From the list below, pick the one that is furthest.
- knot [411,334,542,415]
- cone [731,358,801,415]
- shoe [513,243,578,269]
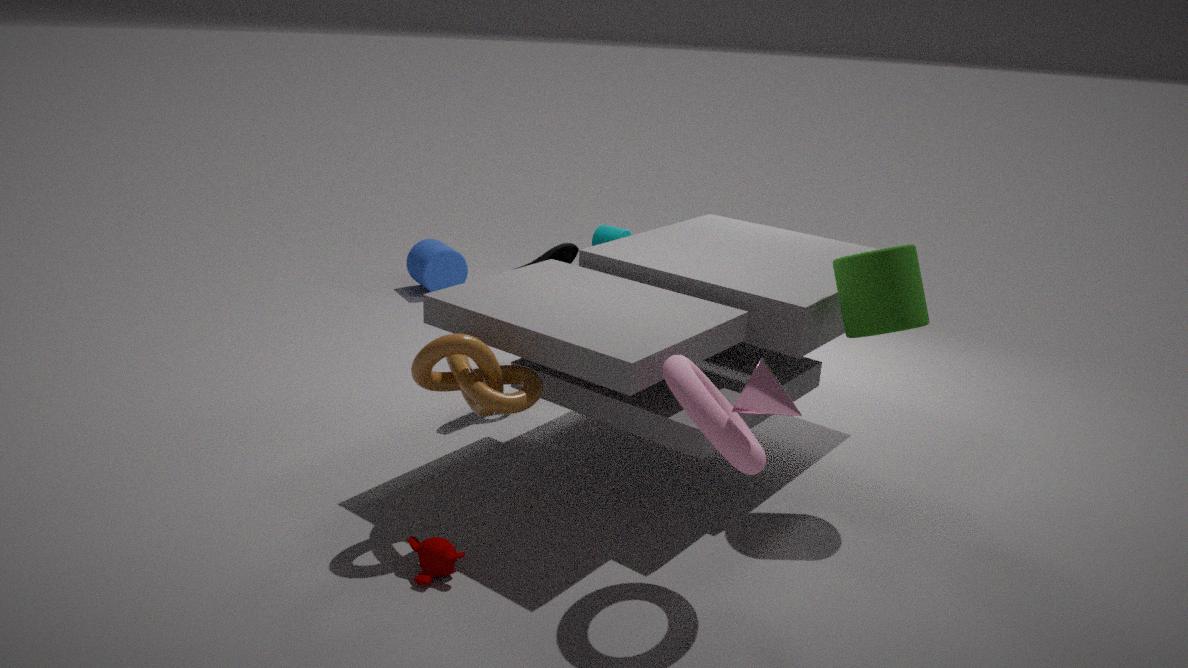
shoe [513,243,578,269]
